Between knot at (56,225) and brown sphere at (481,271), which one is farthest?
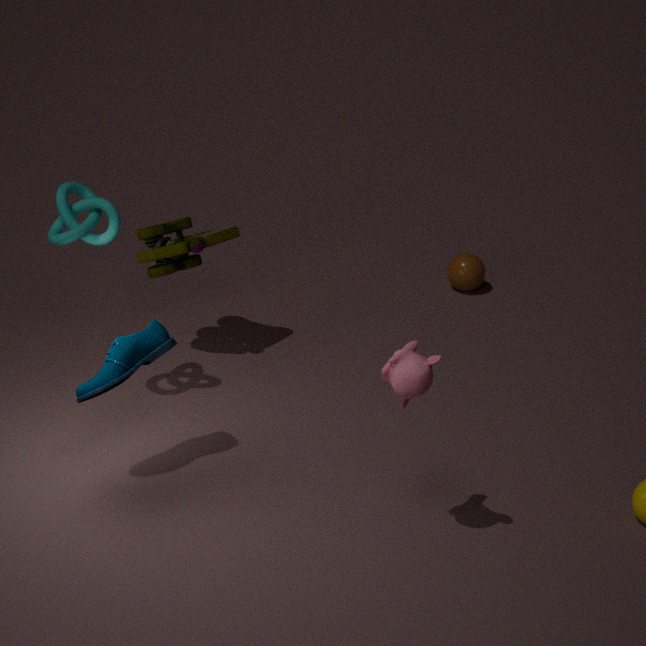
brown sphere at (481,271)
